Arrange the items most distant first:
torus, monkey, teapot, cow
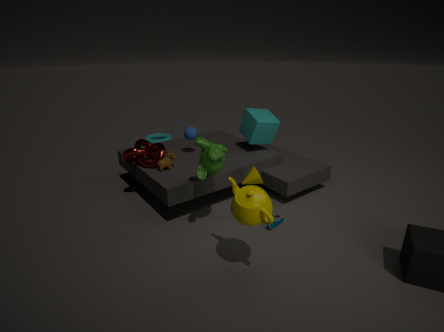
torus, cow, monkey, teapot
